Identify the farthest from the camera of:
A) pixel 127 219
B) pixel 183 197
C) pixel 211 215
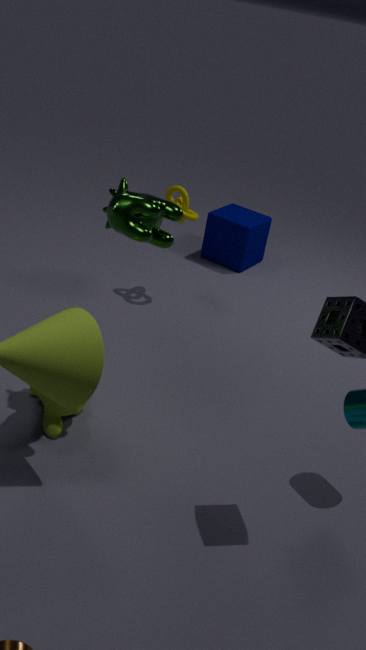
pixel 211 215
